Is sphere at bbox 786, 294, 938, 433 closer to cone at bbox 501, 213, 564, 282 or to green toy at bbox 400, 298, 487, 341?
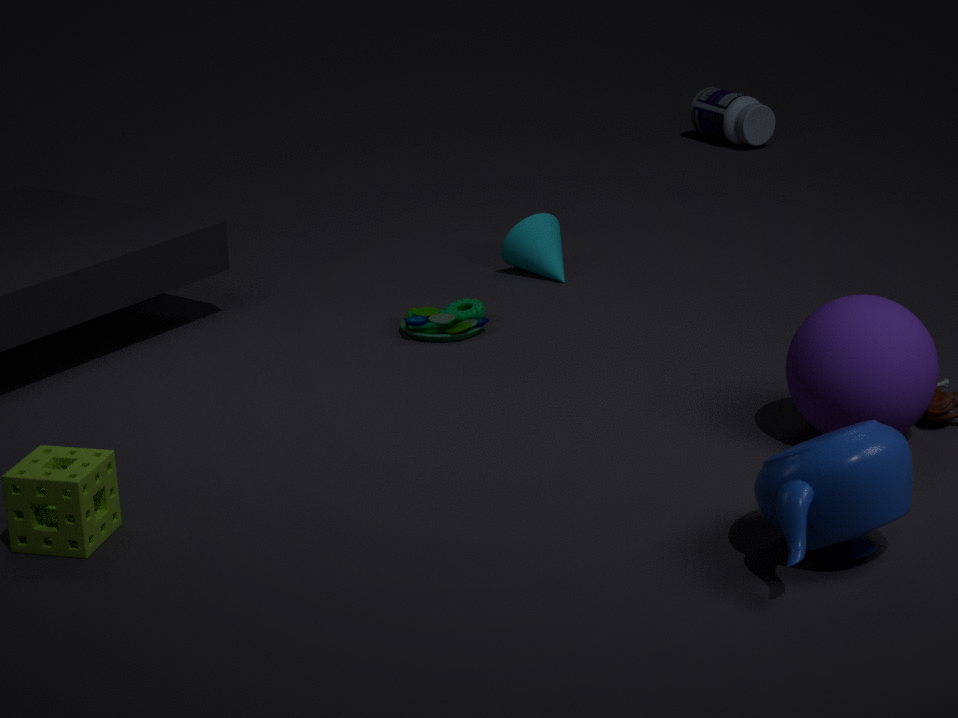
green toy at bbox 400, 298, 487, 341
